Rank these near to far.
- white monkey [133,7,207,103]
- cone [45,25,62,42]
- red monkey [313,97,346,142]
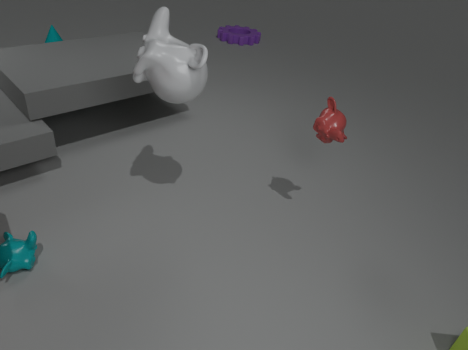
1. white monkey [133,7,207,103]
2. red monkey [313,97,346,142]
3. cone [45,25,62,42]
